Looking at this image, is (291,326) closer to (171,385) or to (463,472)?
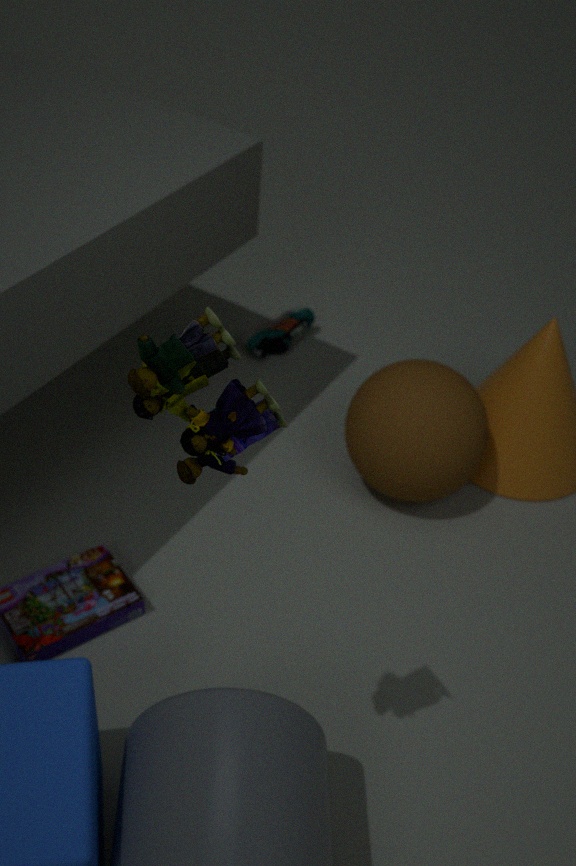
(463,472)
